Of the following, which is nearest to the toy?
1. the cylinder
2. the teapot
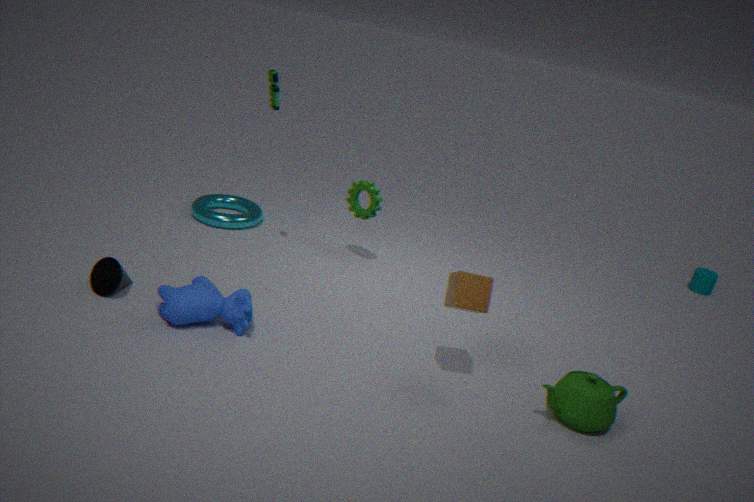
the teapot
